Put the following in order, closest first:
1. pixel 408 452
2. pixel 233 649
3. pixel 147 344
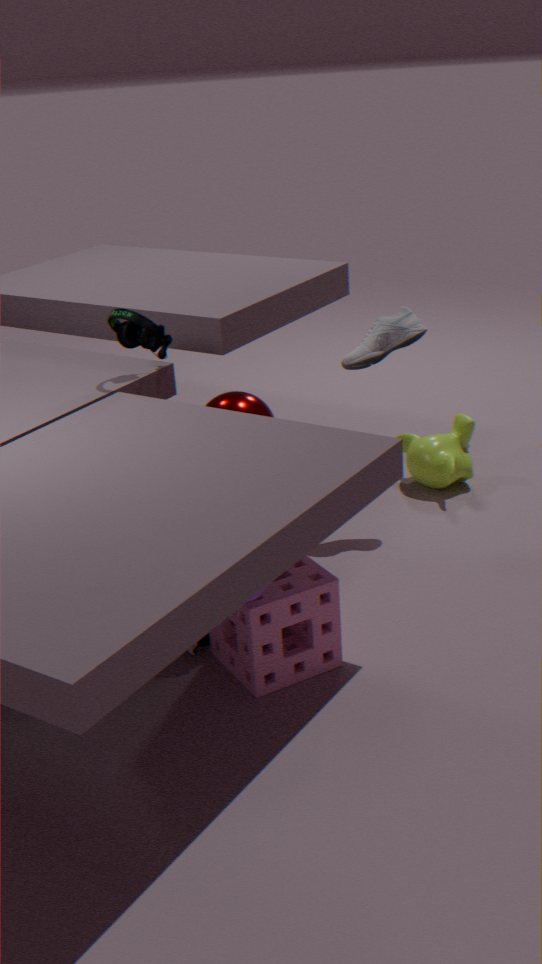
pixel 233 649
pixel 147 344
pixel 408 452
